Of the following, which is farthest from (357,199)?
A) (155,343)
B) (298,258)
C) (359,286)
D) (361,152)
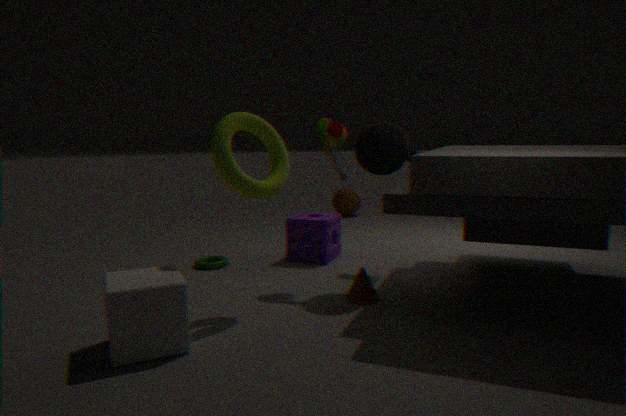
(155,343)
